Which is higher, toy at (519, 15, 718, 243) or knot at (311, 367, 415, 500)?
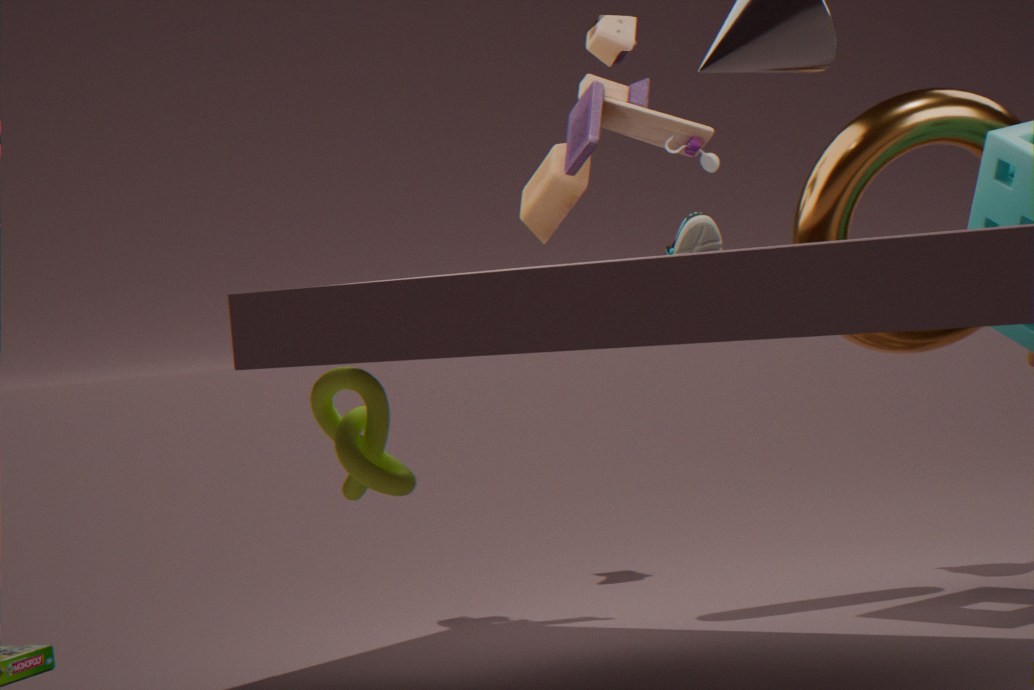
toy at (519, 15, 718, 243)
